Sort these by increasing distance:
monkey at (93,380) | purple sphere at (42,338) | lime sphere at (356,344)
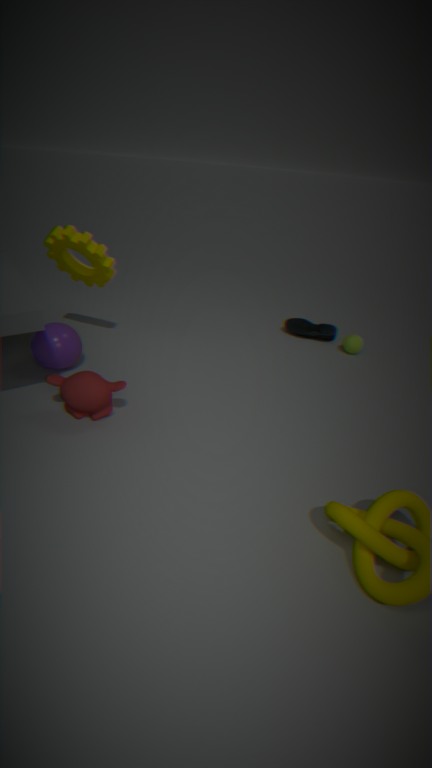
monkey at (93,380) < purple sphere at (42,338) < lime sphere at (356,344)
